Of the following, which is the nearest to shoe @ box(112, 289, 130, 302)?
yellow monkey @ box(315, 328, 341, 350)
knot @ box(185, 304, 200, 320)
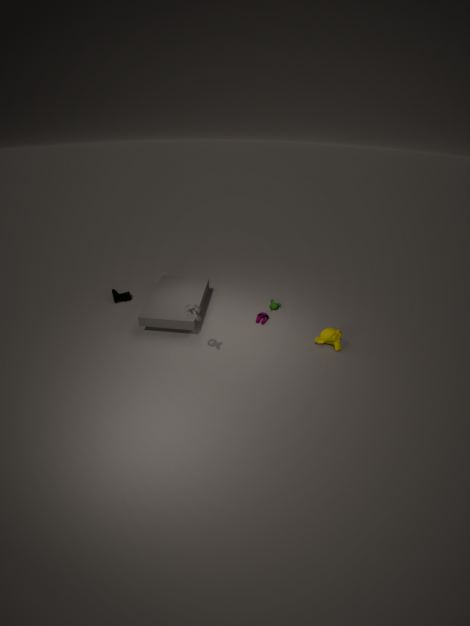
knot @ box(185, 304, 200, 320)
